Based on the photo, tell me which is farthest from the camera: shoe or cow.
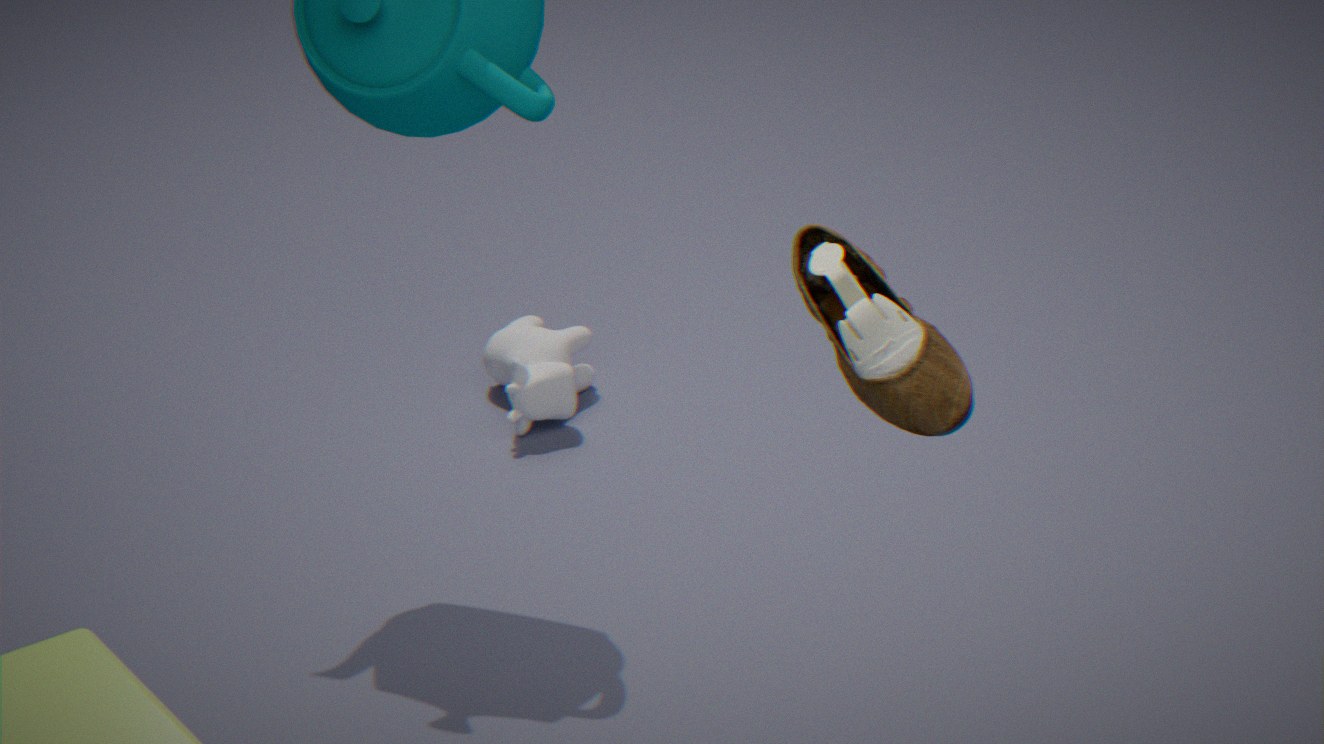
cow
